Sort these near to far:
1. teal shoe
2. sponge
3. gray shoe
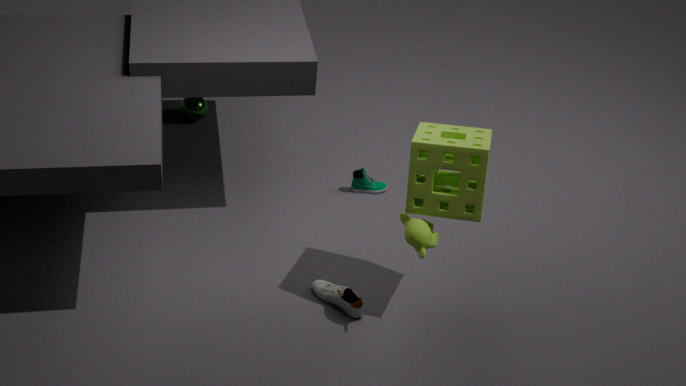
sponge, gray shoe, teal shoe
